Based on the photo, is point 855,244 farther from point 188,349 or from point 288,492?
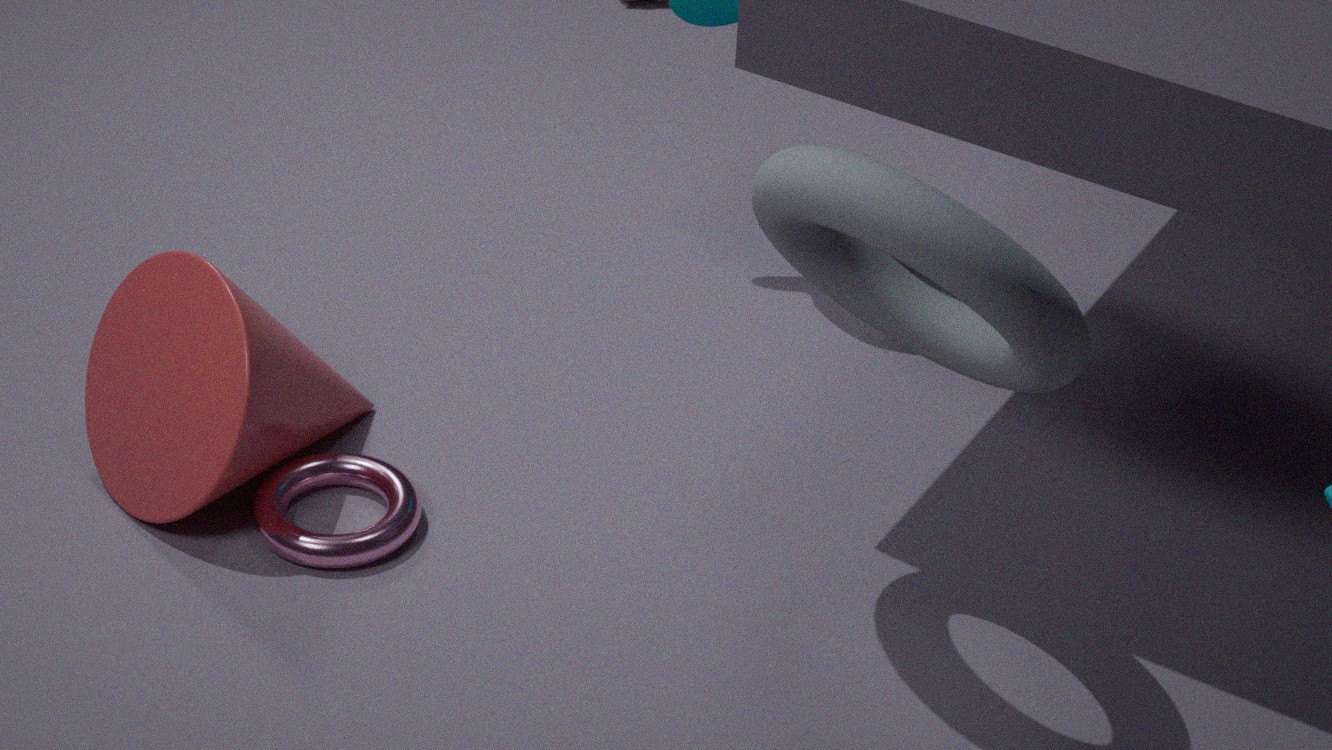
point 188,349
